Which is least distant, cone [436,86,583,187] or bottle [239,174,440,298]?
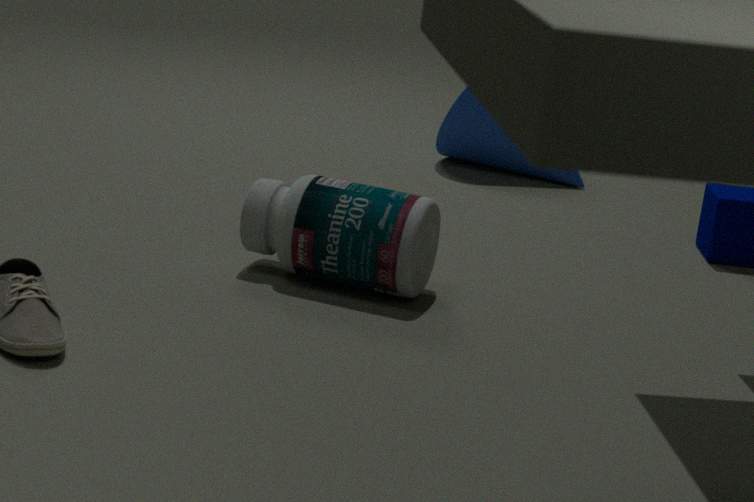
bottle [239,174,440,298]
